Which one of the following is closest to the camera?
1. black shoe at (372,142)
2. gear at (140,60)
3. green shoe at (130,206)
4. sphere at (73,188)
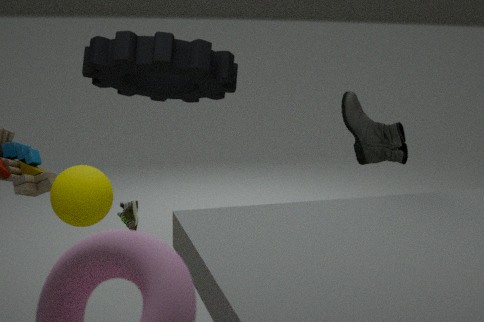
sphere at (73,188)
